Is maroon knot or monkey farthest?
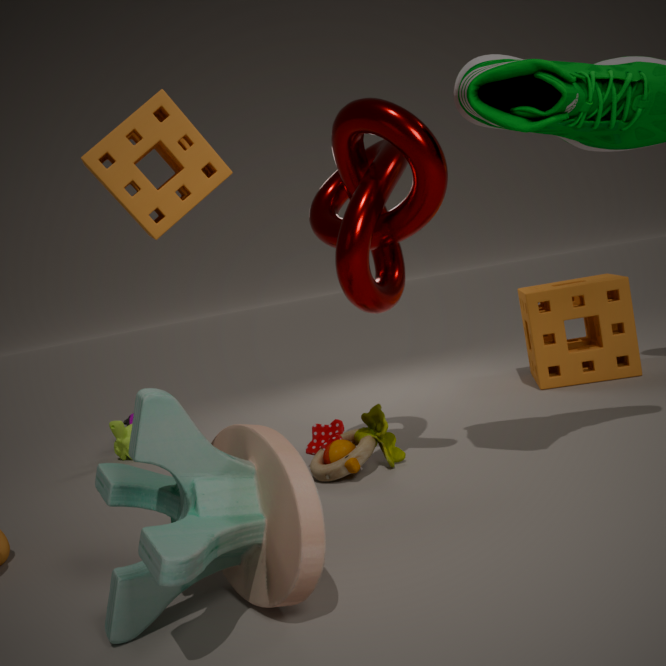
monkey
